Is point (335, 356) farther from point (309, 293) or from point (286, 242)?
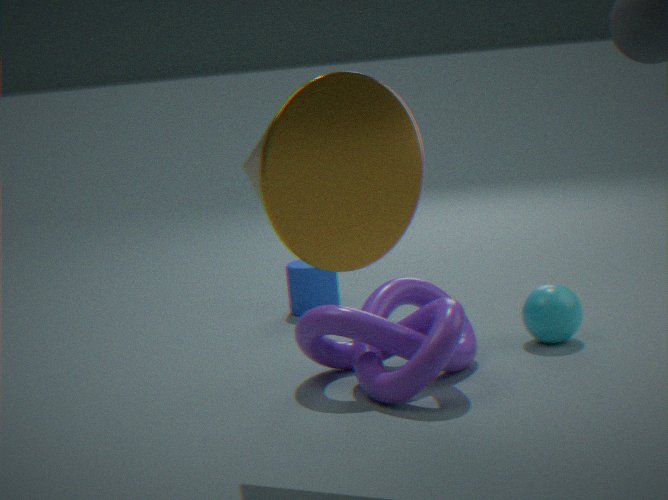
point (309, 293)
